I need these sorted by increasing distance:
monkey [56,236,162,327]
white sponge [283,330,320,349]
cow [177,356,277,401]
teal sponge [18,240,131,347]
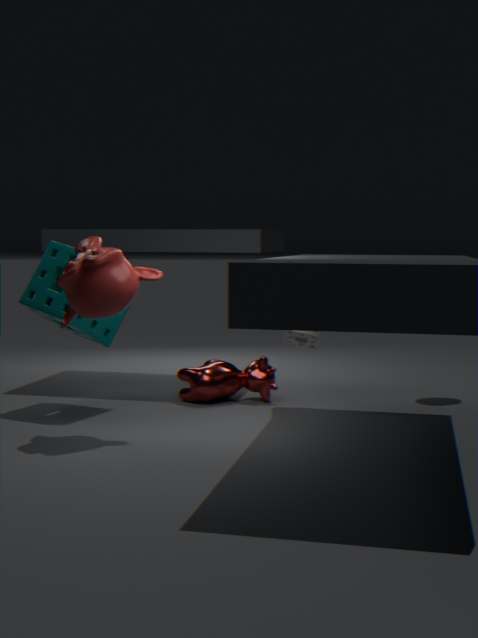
1. monkey [56,236,162,327]
2. teal sponge [18,240,131,347]
3. white sponge [283,330,320,349]
4. cow [177,356,277,401]
